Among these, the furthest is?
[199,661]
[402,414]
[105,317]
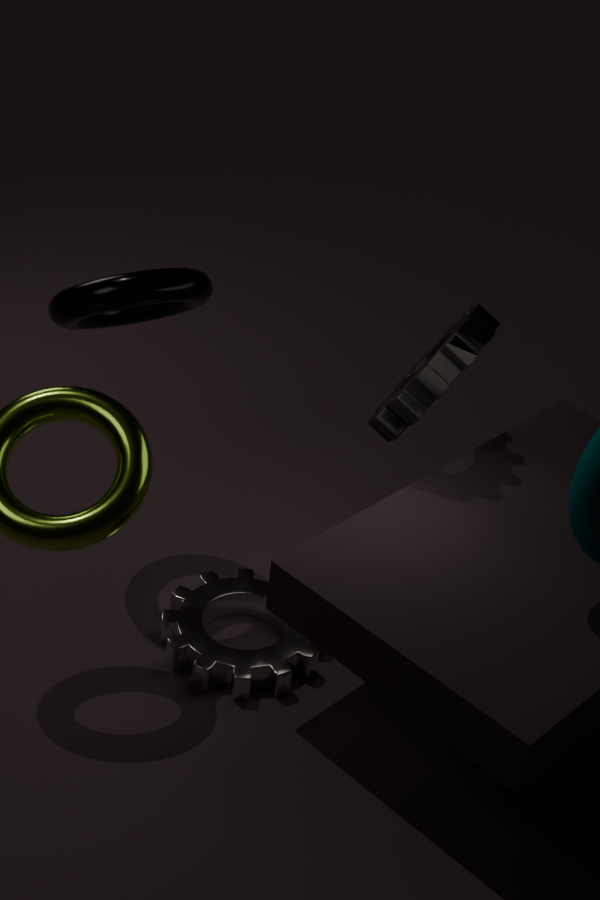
[105,317]
